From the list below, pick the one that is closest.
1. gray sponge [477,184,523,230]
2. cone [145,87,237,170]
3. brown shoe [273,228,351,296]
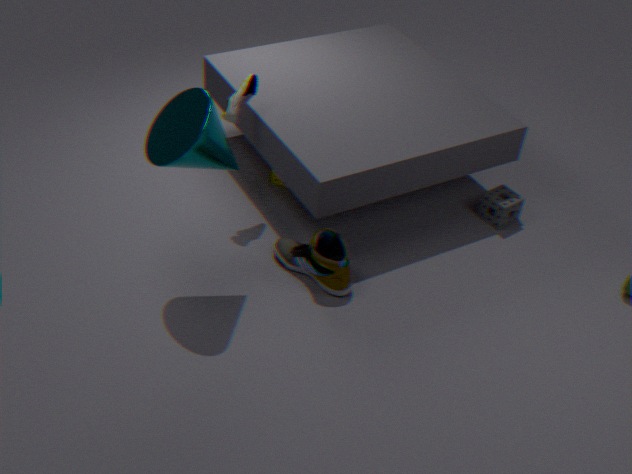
cone [145,87,237,170]
